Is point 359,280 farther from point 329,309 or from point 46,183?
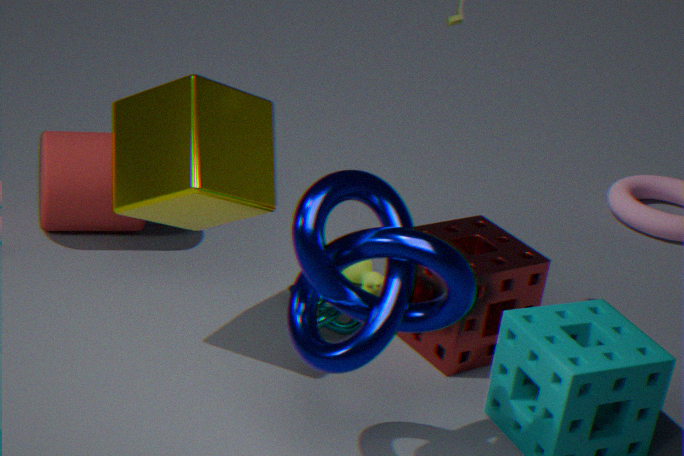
point 46,183
